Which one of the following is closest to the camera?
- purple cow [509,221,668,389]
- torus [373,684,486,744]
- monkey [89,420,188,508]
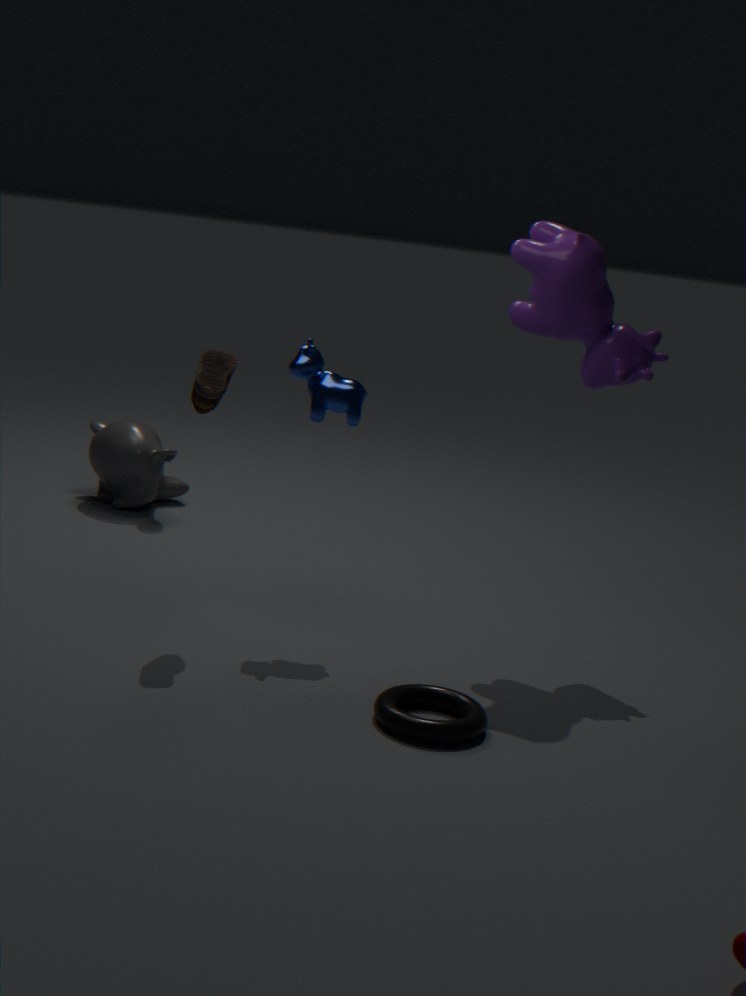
torus [373,684,486,744]
